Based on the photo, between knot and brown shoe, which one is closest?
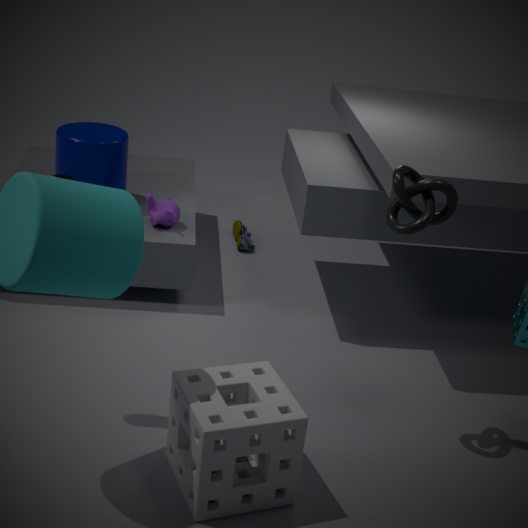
knot
